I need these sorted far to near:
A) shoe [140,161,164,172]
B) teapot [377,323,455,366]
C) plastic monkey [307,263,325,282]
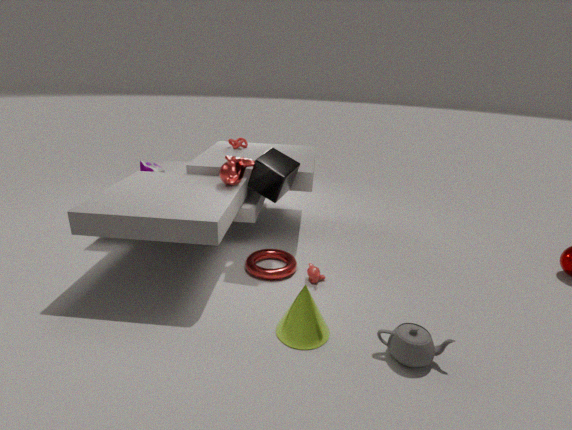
shoe [140,161,164,172]
plastic monkey [307,263,325,282]
teapot [377,323,455,366]
